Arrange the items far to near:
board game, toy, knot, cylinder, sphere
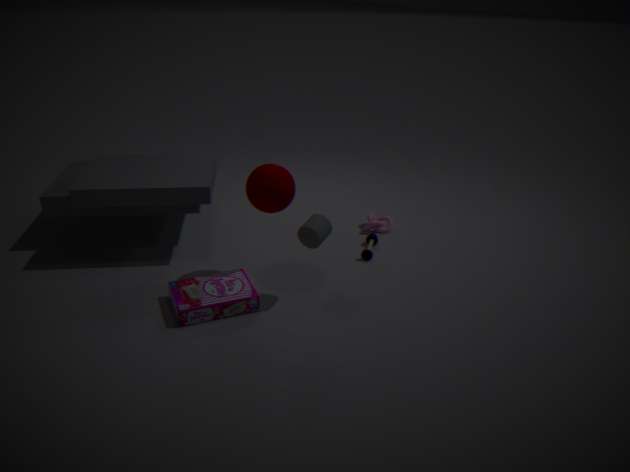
knot → toy → sphere → board game → cylinder
